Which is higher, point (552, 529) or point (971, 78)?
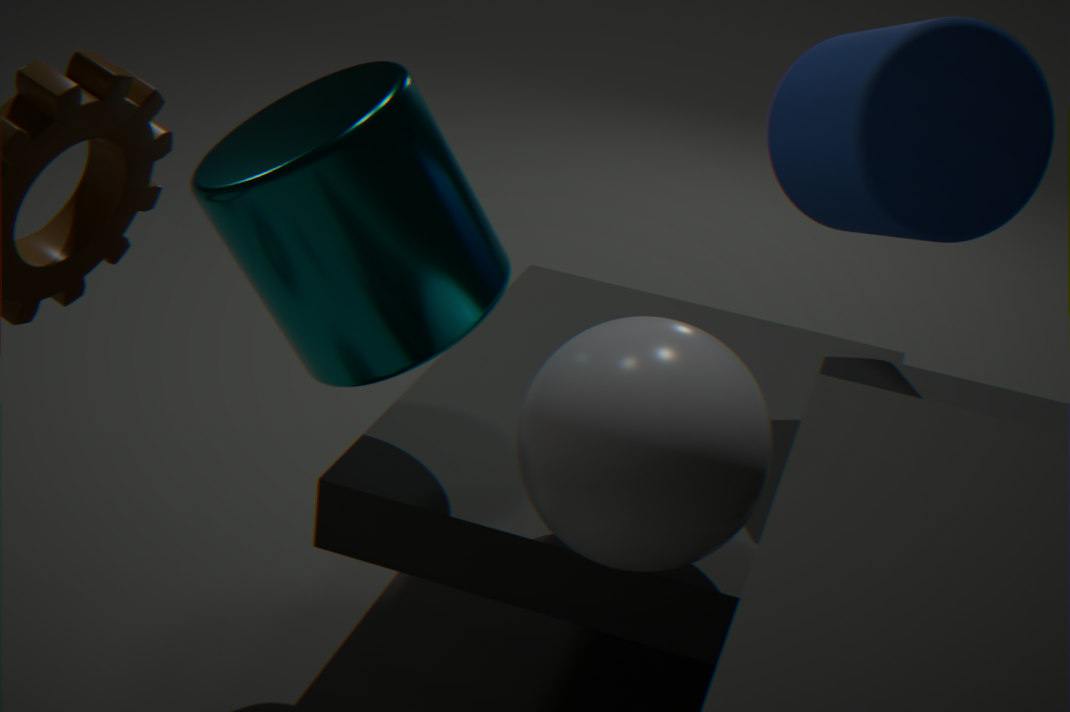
point (971, 78)
